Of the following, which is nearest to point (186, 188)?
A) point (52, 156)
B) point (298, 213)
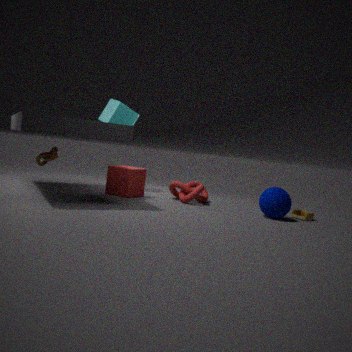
point (298, 213)
